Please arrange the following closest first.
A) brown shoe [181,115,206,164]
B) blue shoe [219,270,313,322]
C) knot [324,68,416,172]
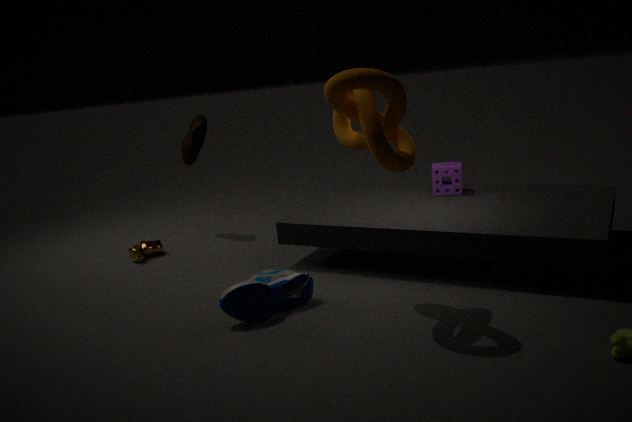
knot [324,68,416,172] < blue shoe [219,270,313,322] < brown shoe [181,115,206,164]
